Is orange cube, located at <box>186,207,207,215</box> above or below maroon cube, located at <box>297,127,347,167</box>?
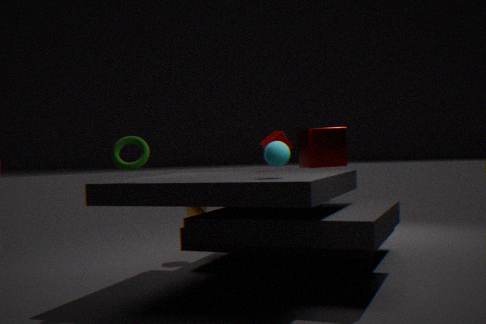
below
